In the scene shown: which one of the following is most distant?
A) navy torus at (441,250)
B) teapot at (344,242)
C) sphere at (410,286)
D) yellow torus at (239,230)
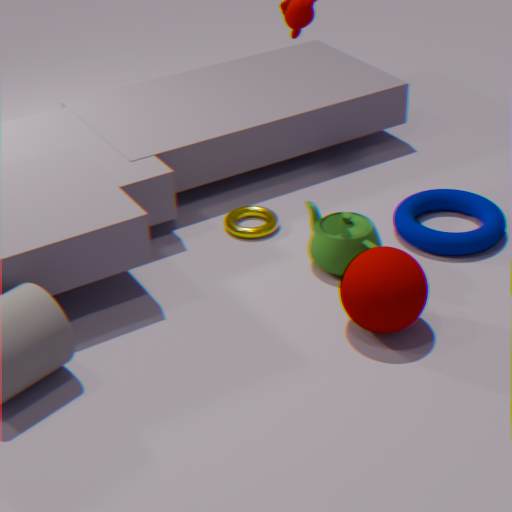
yellow torus at (239,230)
